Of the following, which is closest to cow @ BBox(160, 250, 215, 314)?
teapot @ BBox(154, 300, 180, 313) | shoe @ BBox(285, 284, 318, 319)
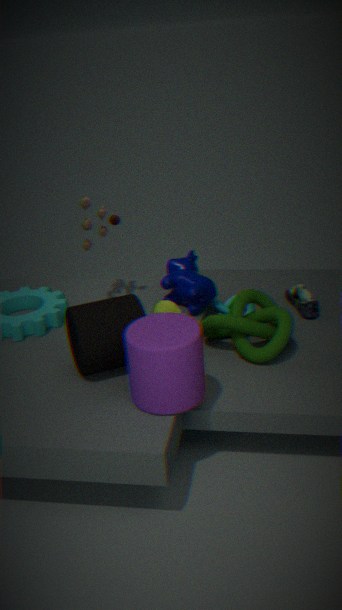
teapot @ BBox(154, 300, 180, 313)
